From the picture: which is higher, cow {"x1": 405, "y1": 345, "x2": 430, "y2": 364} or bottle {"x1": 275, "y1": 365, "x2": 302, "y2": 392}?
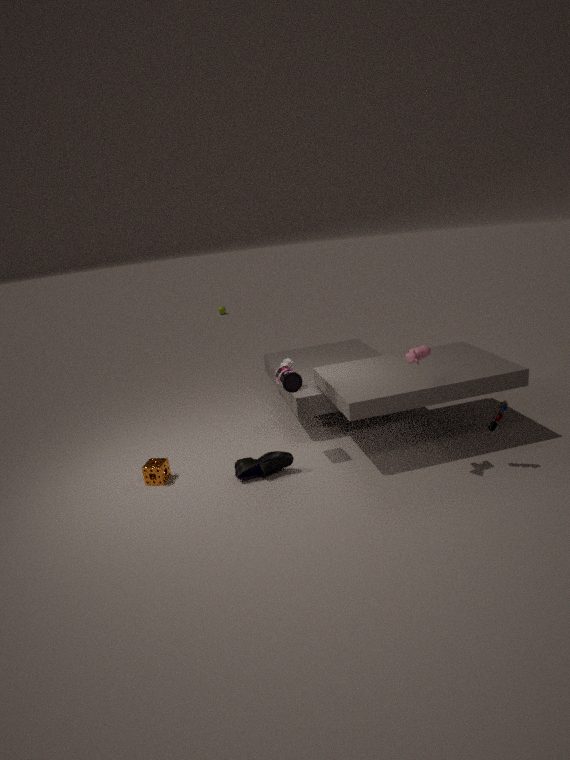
cow {"x1": 405, "y1": 345, "x2": 430, "y2": 364}
